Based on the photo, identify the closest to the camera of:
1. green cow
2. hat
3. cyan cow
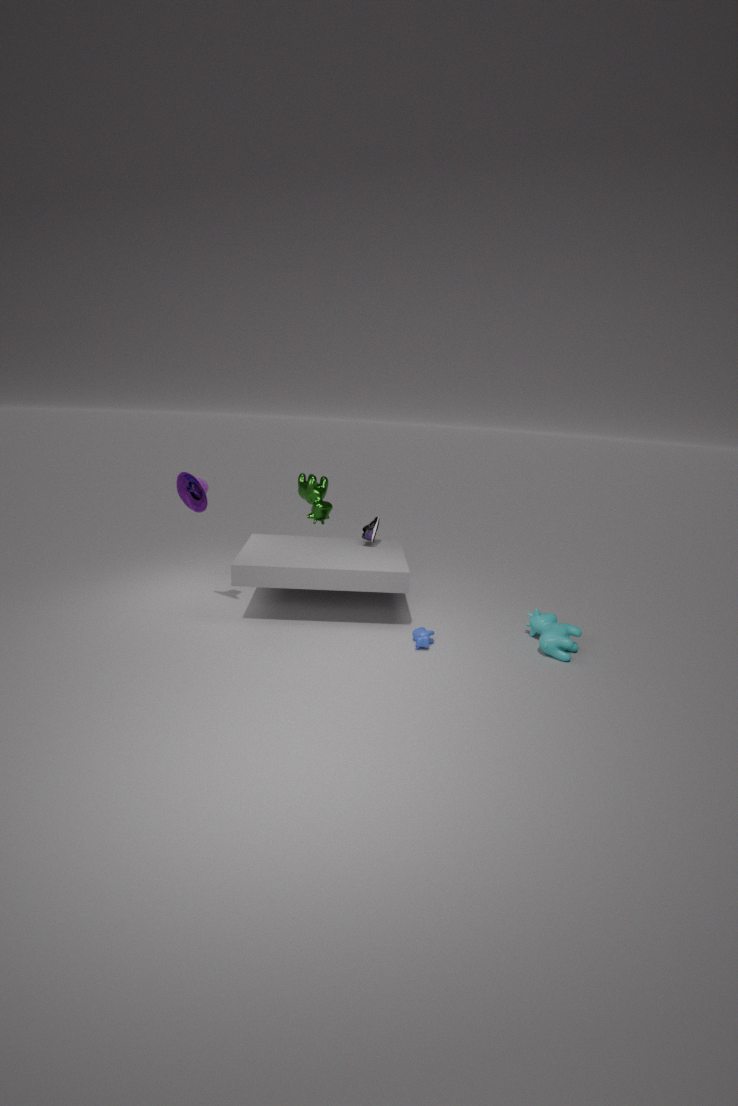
cyan cow
